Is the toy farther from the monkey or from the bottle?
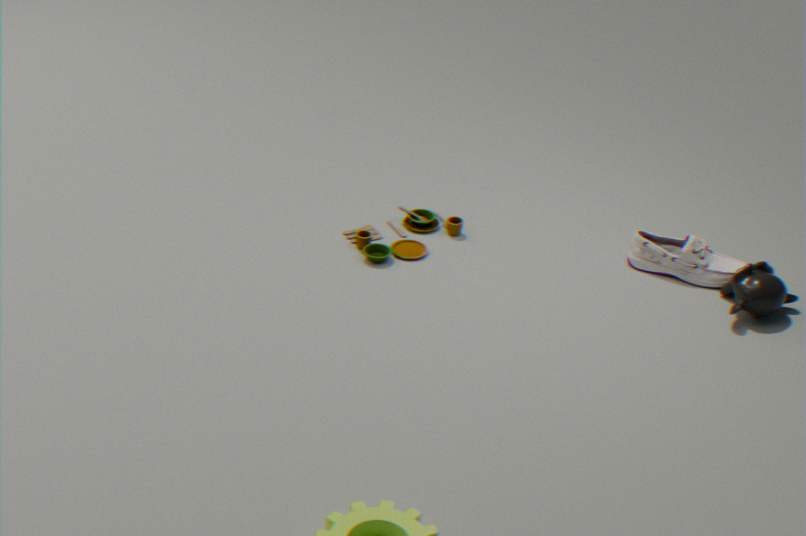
the monkey
